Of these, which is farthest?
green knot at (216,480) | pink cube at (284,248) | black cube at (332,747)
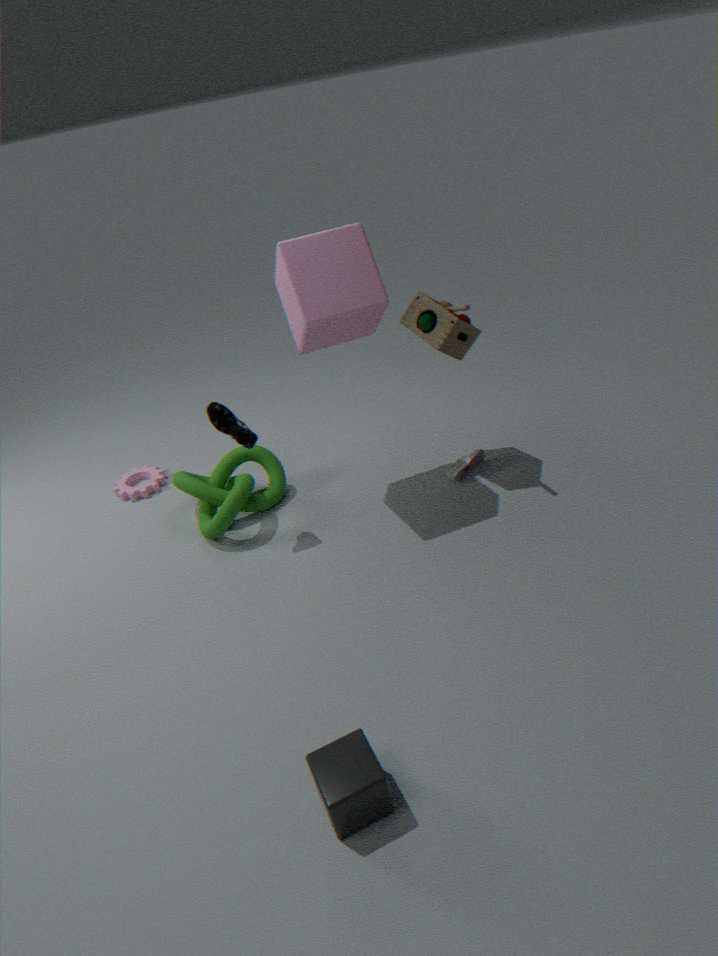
green knot at (216,480)
